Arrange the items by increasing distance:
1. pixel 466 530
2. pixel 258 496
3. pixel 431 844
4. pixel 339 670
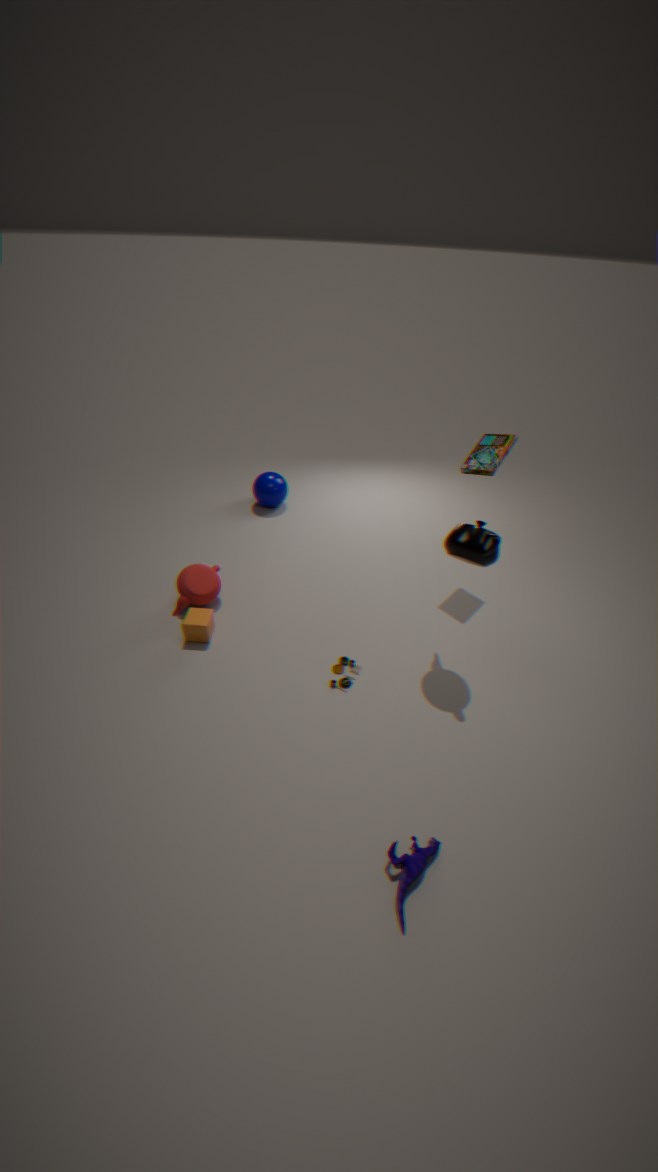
pixel 431 844
pixel 466 530
pixel 339 670
pixel 258 496
